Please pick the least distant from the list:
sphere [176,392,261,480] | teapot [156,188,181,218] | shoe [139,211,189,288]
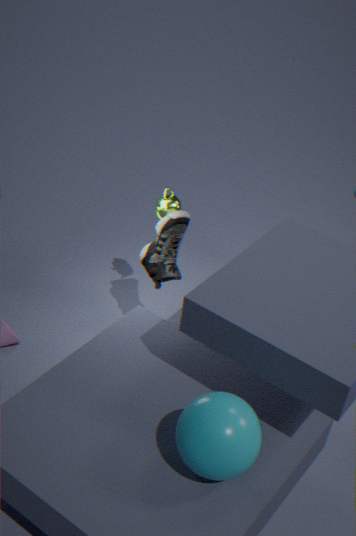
sphere [176,392,261,480]
